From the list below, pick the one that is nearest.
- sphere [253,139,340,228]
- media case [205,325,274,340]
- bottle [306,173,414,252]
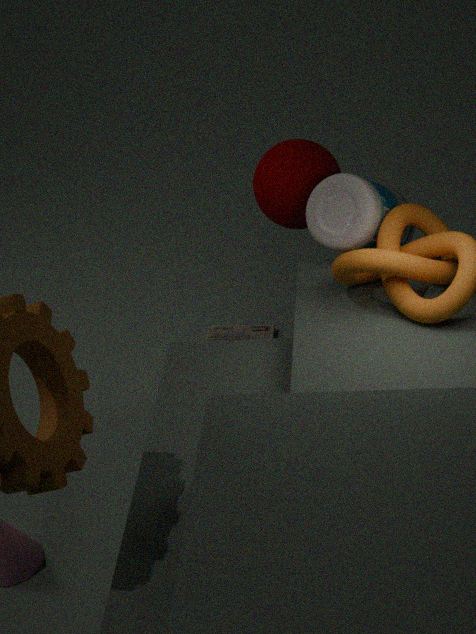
bottle [306,173,414,252]
